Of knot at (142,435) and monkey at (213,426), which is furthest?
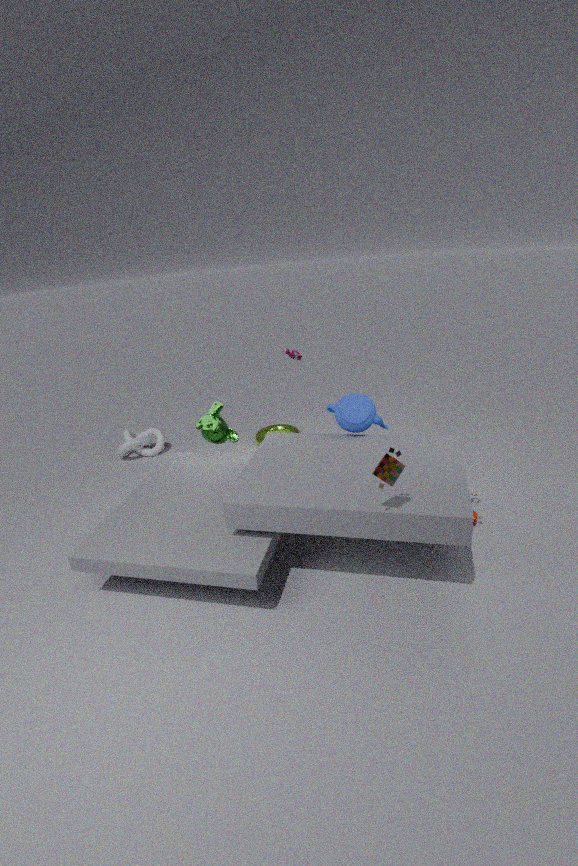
knot at (142,435)
